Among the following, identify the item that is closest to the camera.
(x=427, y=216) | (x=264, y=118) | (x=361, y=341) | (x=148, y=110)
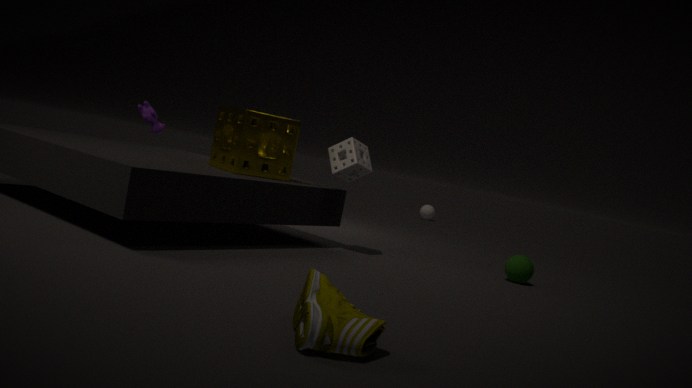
(x=361, y=341)
